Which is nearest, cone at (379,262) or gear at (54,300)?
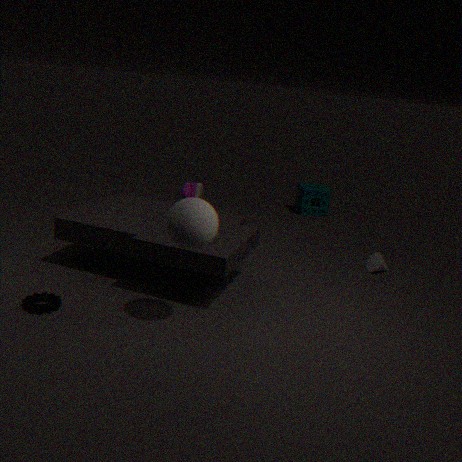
gear at (54,300)
